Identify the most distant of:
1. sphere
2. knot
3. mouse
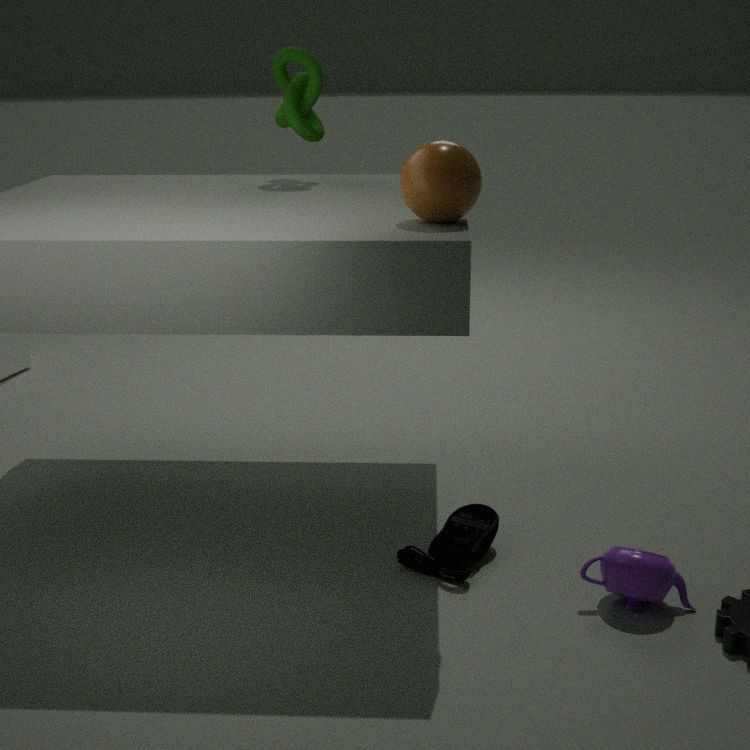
knot
